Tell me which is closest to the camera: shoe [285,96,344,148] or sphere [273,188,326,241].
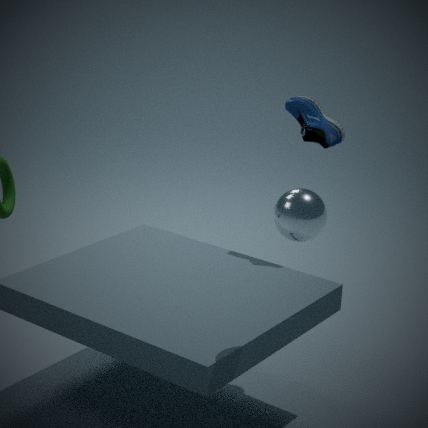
sphere [273,188,326,241]
